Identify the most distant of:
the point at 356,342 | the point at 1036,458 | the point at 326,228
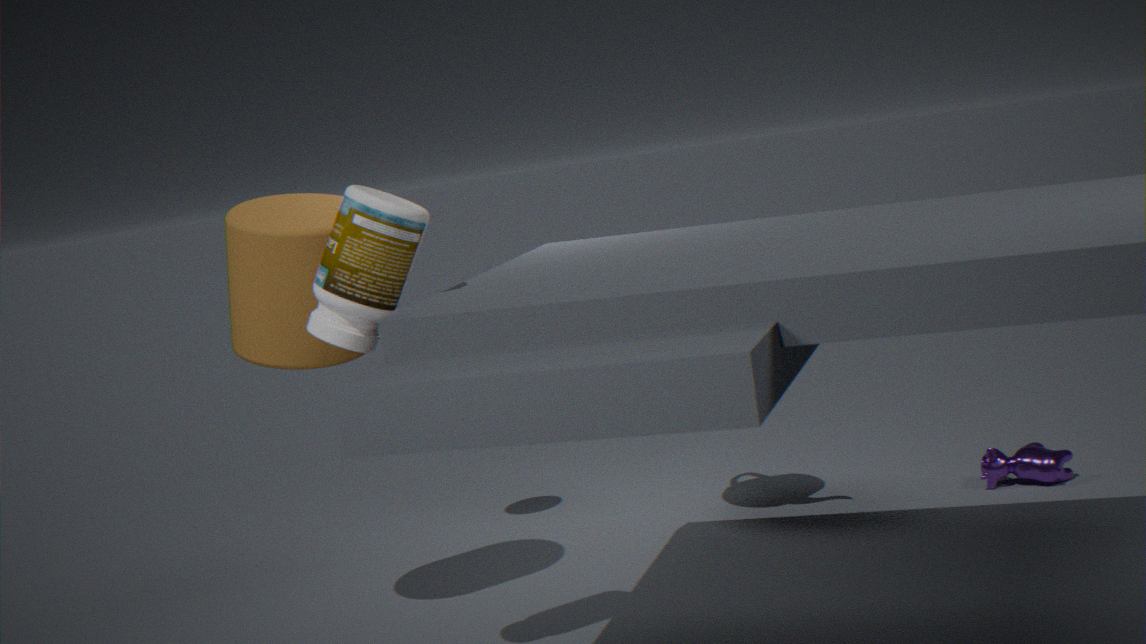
the point at 1036,458
